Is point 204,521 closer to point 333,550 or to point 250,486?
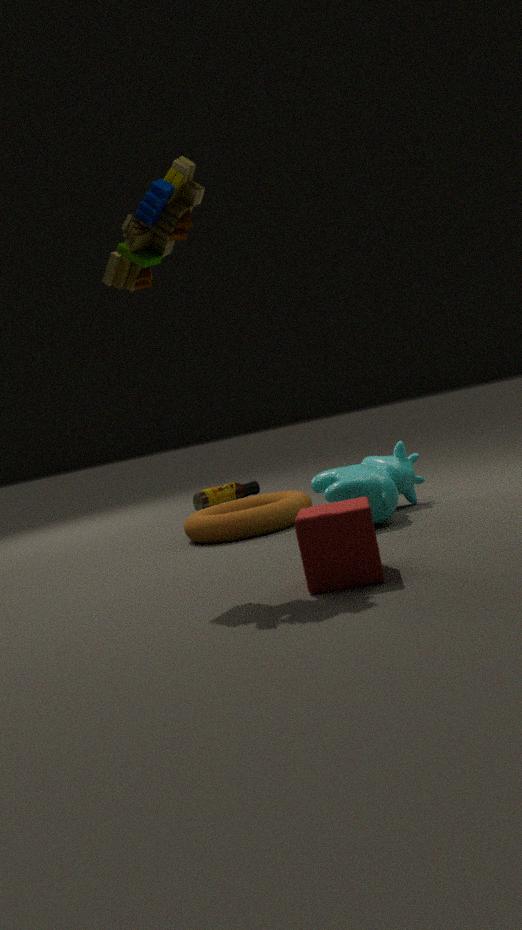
point 250,486
